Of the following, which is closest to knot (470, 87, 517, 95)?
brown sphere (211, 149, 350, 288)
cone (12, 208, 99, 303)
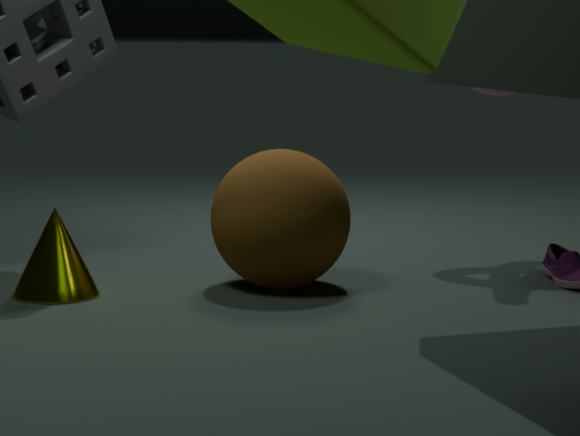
brown sphere (211, 149, 350, 288)
